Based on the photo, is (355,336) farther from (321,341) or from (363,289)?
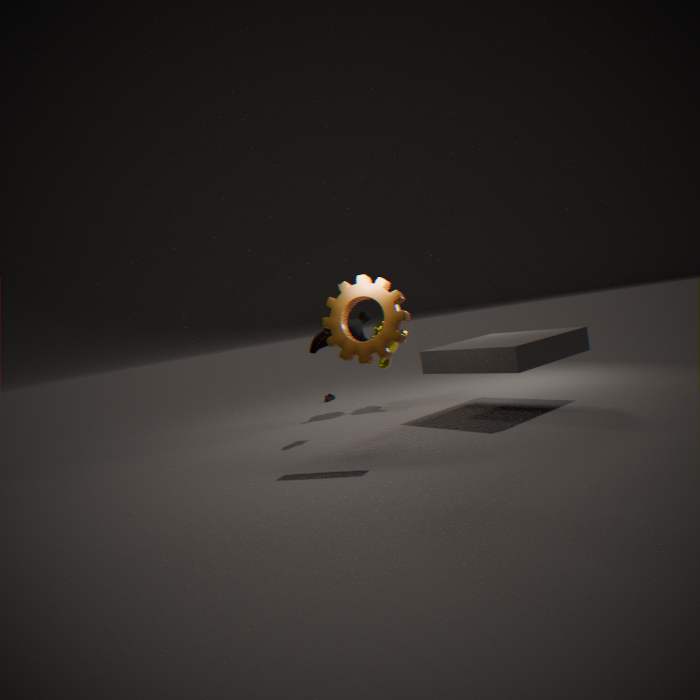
(363,289)
